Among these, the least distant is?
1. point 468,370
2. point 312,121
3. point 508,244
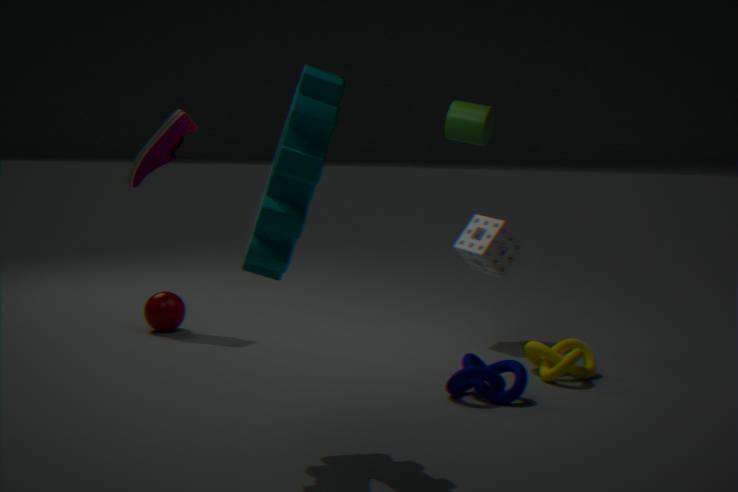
point 312,121
